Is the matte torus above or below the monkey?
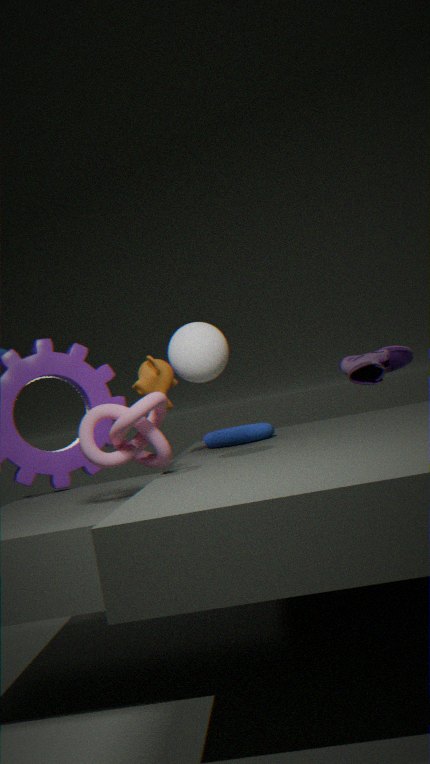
below
